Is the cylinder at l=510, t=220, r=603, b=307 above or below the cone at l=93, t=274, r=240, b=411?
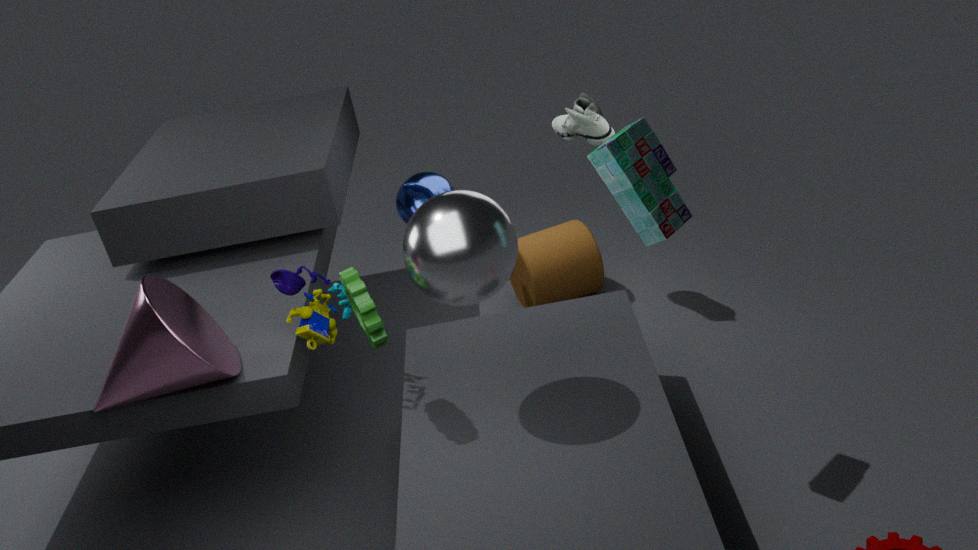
below
